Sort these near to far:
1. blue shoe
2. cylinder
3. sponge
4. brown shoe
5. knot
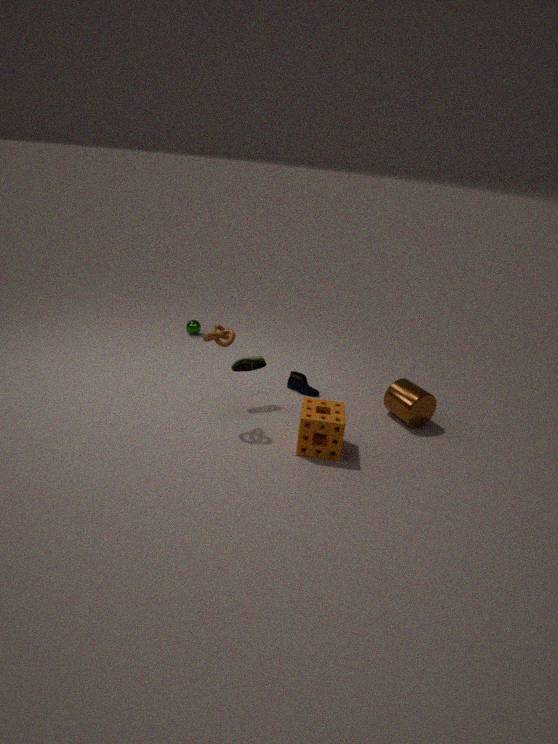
sponge → knot → cylinder → brown shoe → blue shoe
